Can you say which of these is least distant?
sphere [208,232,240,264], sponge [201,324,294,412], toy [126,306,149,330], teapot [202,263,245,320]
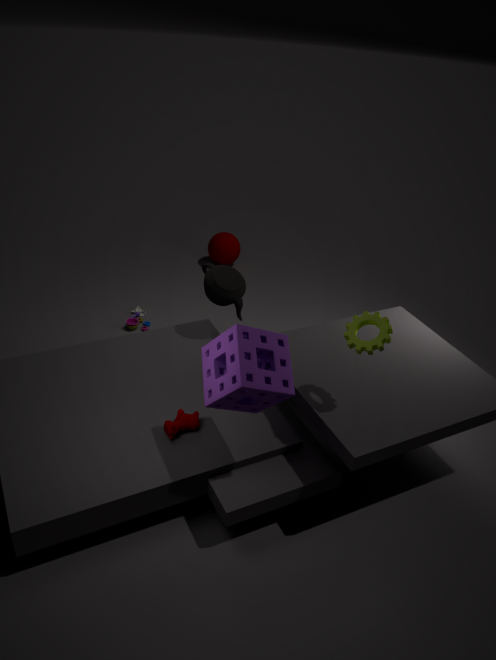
sponge [201,324,294,412]
